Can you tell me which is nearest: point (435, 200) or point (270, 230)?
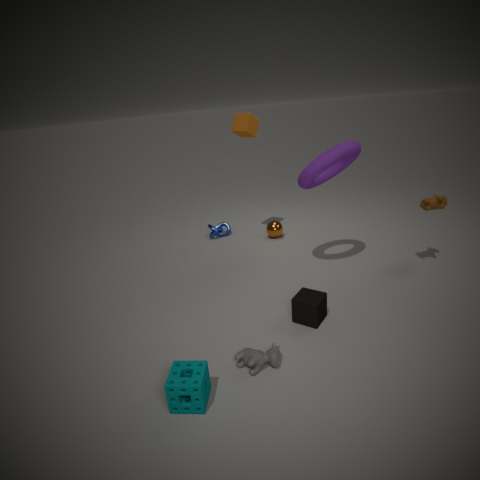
point (435, 200)
